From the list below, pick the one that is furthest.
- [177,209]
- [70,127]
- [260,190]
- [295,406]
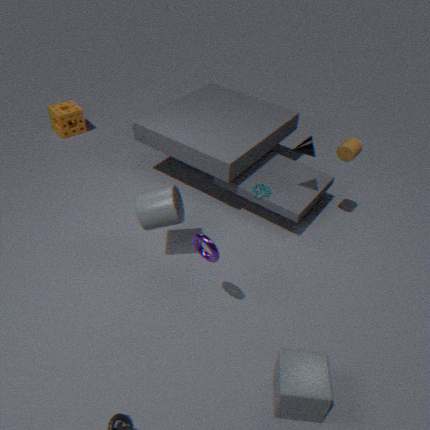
[70,127]
